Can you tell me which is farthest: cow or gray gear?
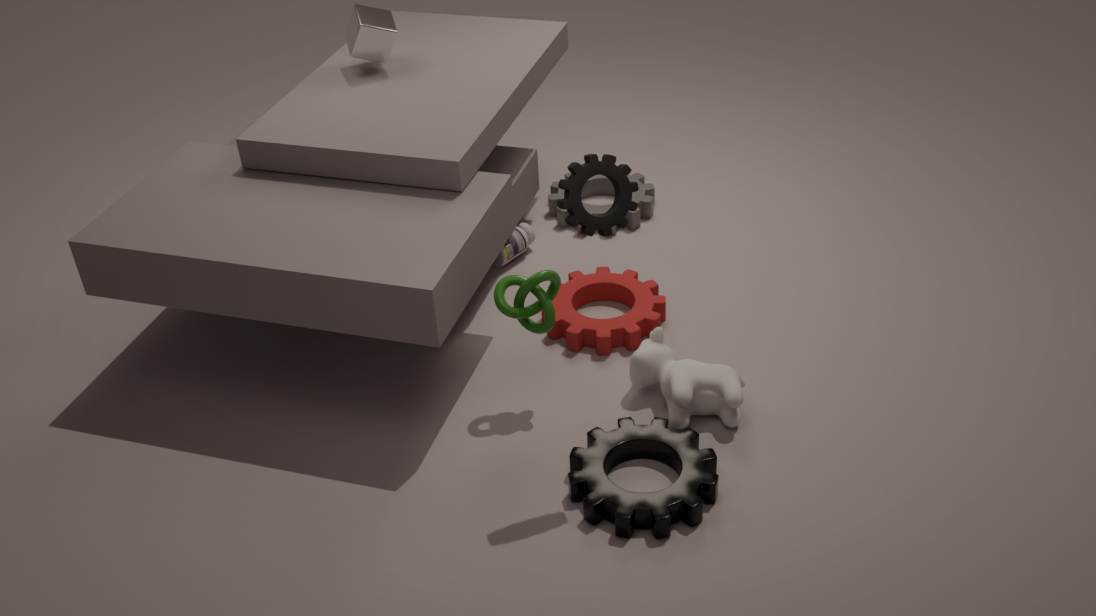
gray gear
